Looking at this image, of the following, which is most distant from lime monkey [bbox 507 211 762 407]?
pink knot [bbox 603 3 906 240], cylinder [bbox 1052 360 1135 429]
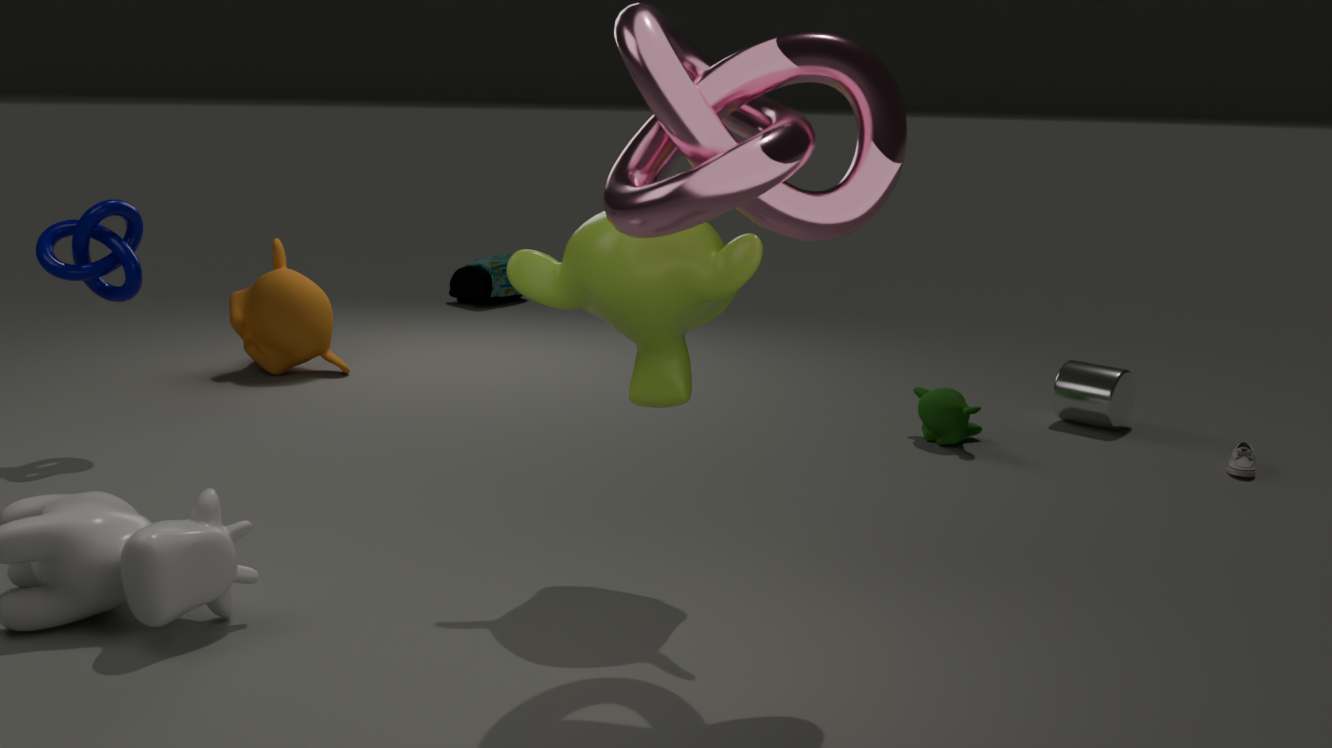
cylinder [bbox 1052 360 1135 429]
